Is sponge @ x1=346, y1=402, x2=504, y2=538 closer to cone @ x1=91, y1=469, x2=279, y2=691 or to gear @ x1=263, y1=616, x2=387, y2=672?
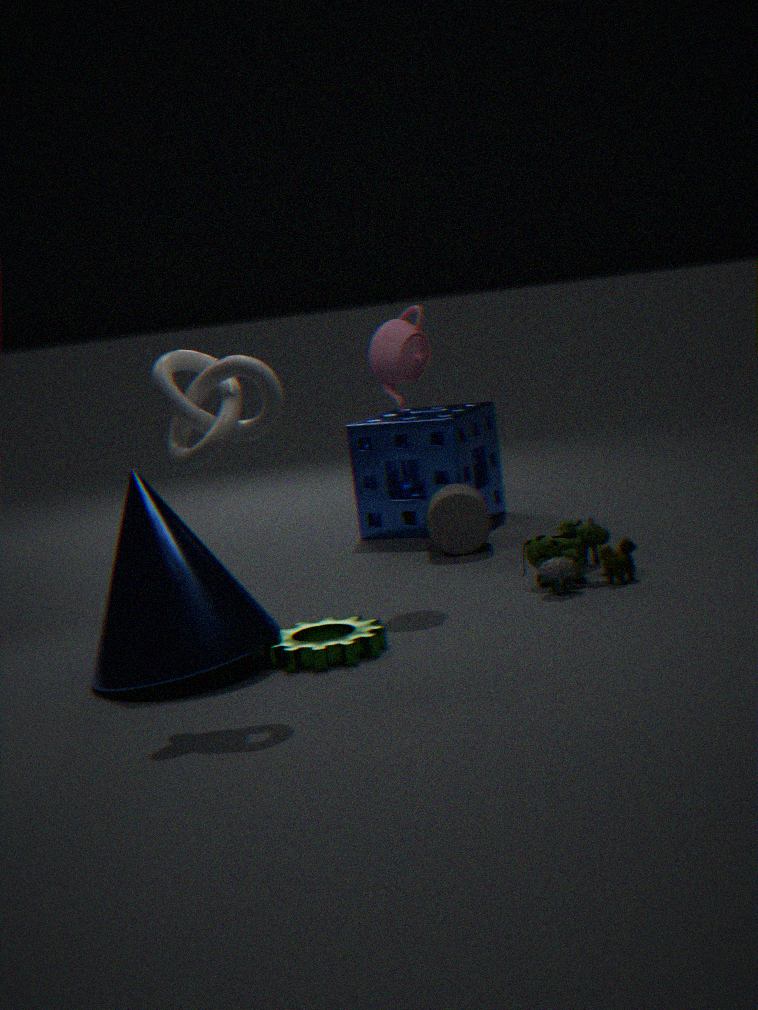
gear @ x1=263, y1=616, x2=387, y2=672
